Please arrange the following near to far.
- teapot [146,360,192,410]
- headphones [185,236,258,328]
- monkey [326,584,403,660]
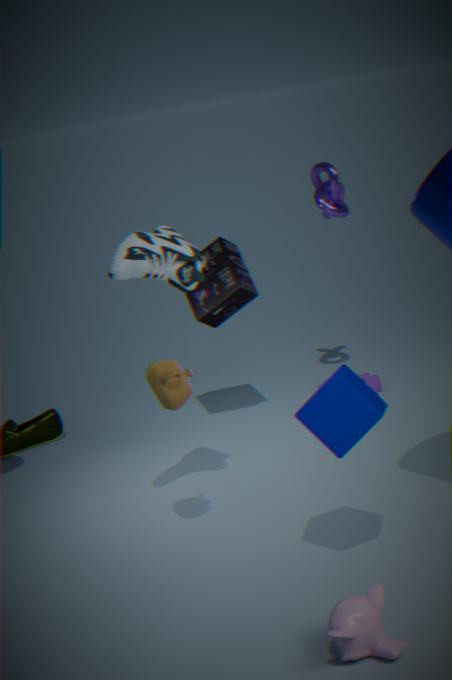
monkey [326,584,403,660] < teapot [146,360,192,410] < headphones [185,236,258,328]
